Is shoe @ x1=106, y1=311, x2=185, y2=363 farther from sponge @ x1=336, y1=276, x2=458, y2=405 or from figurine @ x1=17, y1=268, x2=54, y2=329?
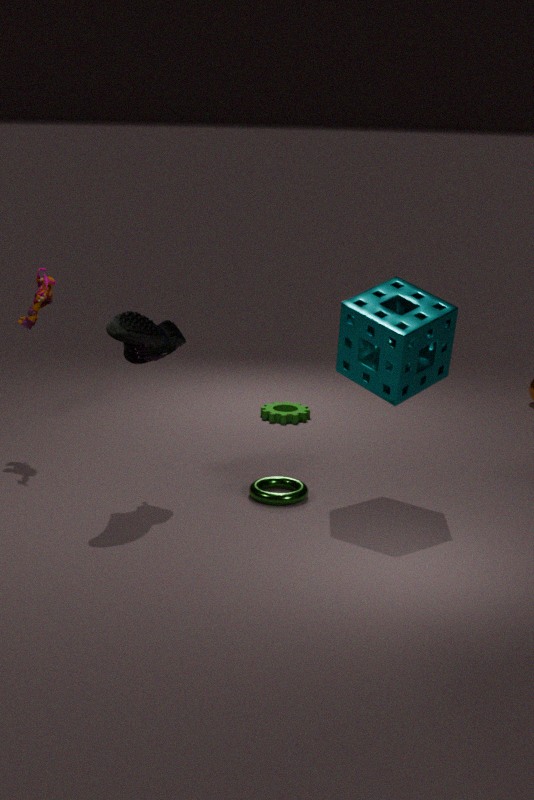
sponge @ x1=336, y1=276, x2=458, y2=405
